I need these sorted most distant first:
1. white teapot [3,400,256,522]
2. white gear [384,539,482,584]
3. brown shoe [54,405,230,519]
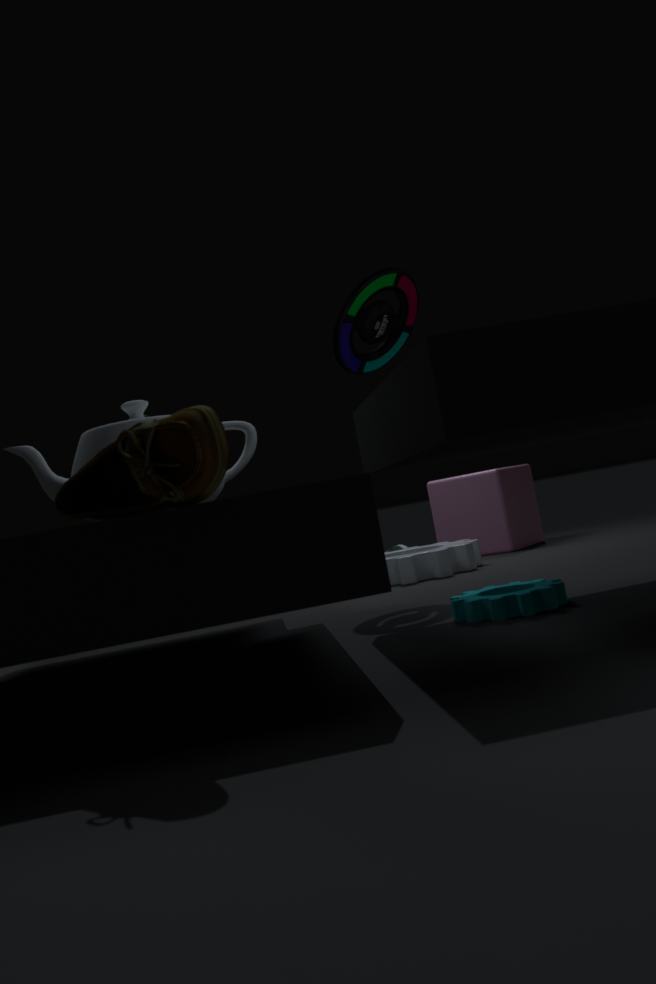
white gear [384,539,482,584] → white teapot [3,400,256,522] → brown shoe [54,405,230,519]
